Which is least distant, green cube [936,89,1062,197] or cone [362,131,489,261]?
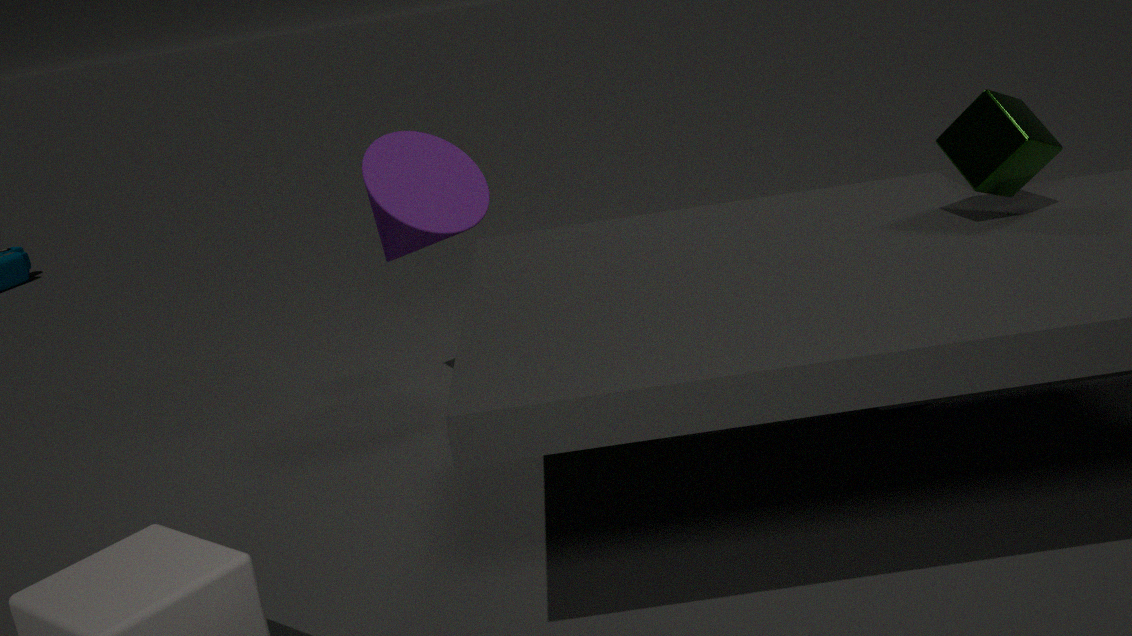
green cube [936,89,1062,197]
